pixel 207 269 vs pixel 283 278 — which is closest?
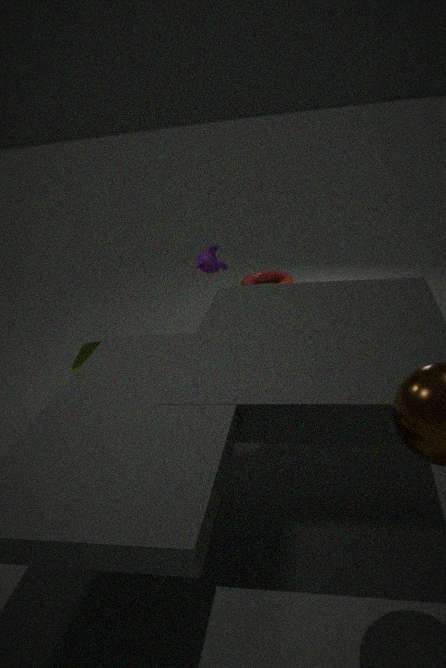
pixel 207 269
